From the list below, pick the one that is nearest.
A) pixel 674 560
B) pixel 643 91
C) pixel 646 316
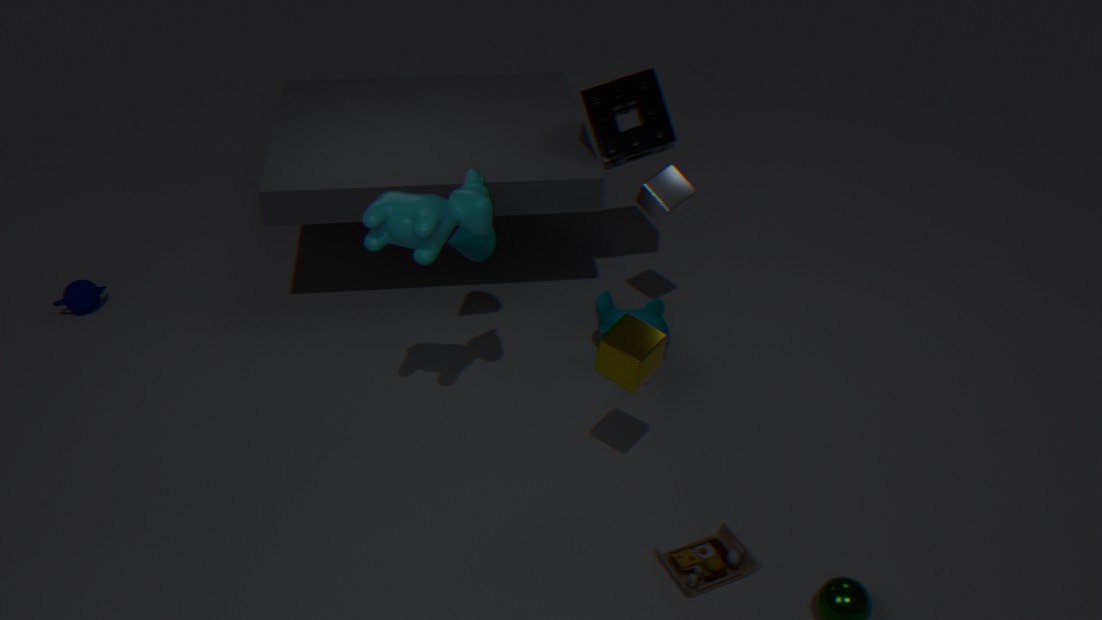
pixel 674 560
